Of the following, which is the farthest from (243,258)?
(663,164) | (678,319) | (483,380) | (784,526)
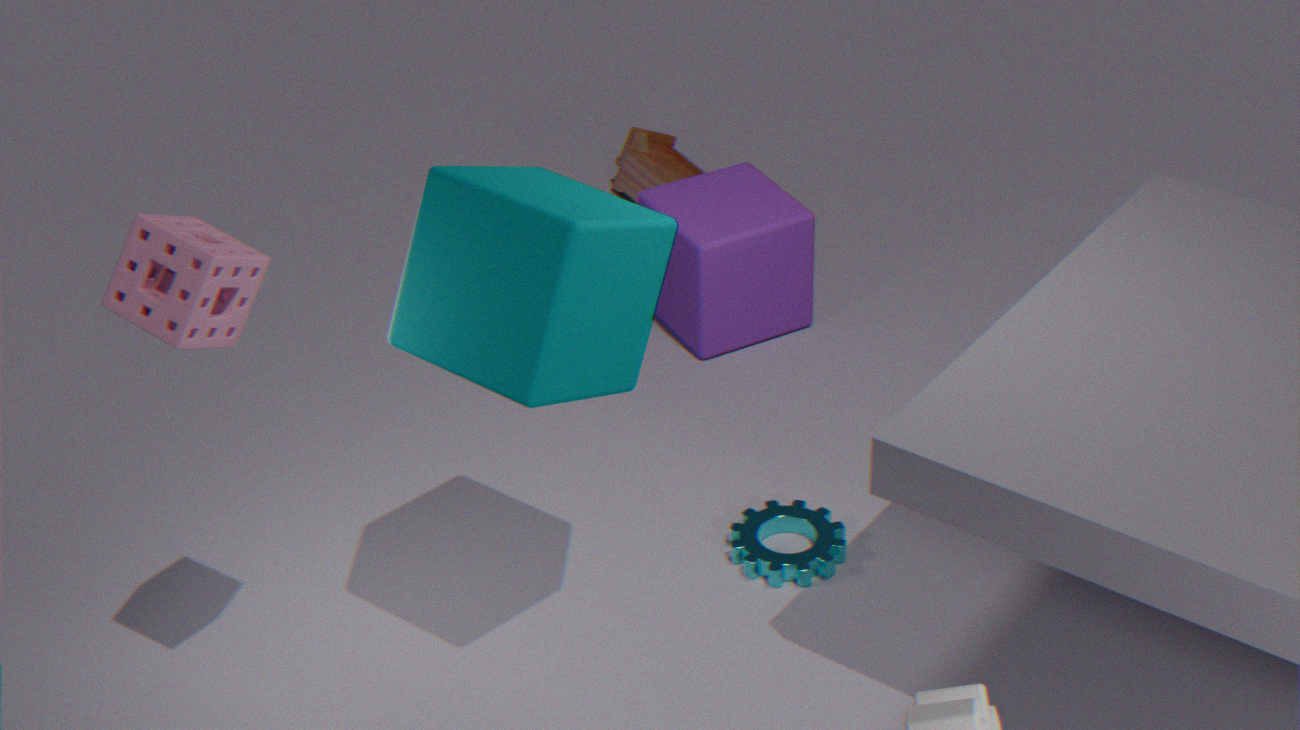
(663,164)
